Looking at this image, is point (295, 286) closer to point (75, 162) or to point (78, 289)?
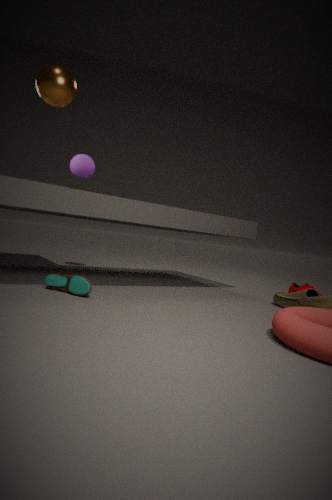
point (78, 289)
